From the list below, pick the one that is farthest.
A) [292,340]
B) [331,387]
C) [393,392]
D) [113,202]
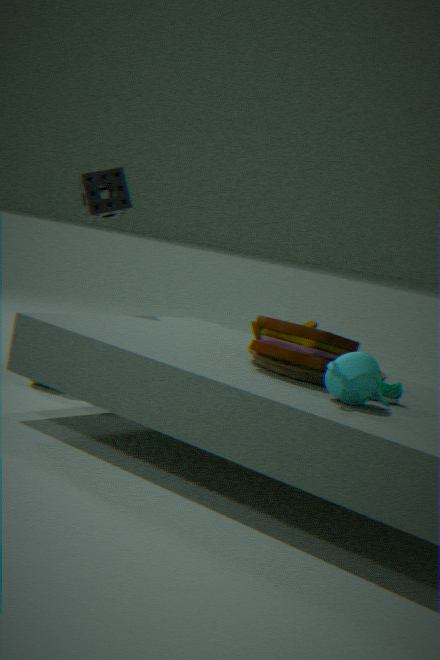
[113,202]
